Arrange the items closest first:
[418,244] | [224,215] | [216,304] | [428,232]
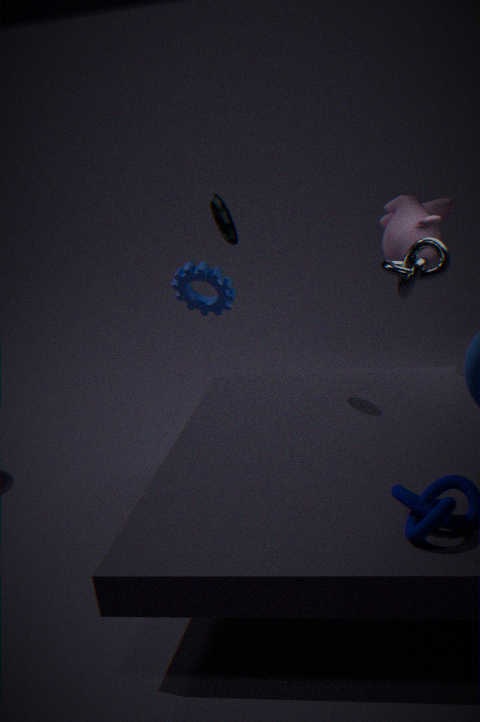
[224,215]
[418,244]
[216,304]
[428,232]
